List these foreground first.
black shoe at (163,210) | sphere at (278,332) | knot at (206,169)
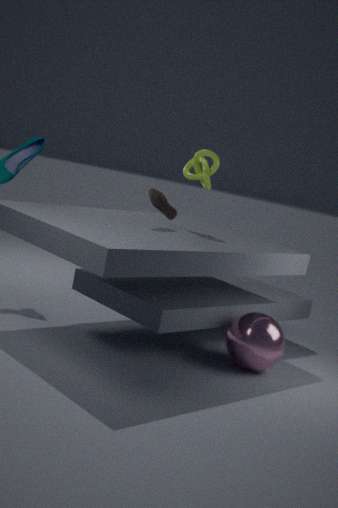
sphere at (278,332) < black shoe at (163,210) < knot at (206,169)
